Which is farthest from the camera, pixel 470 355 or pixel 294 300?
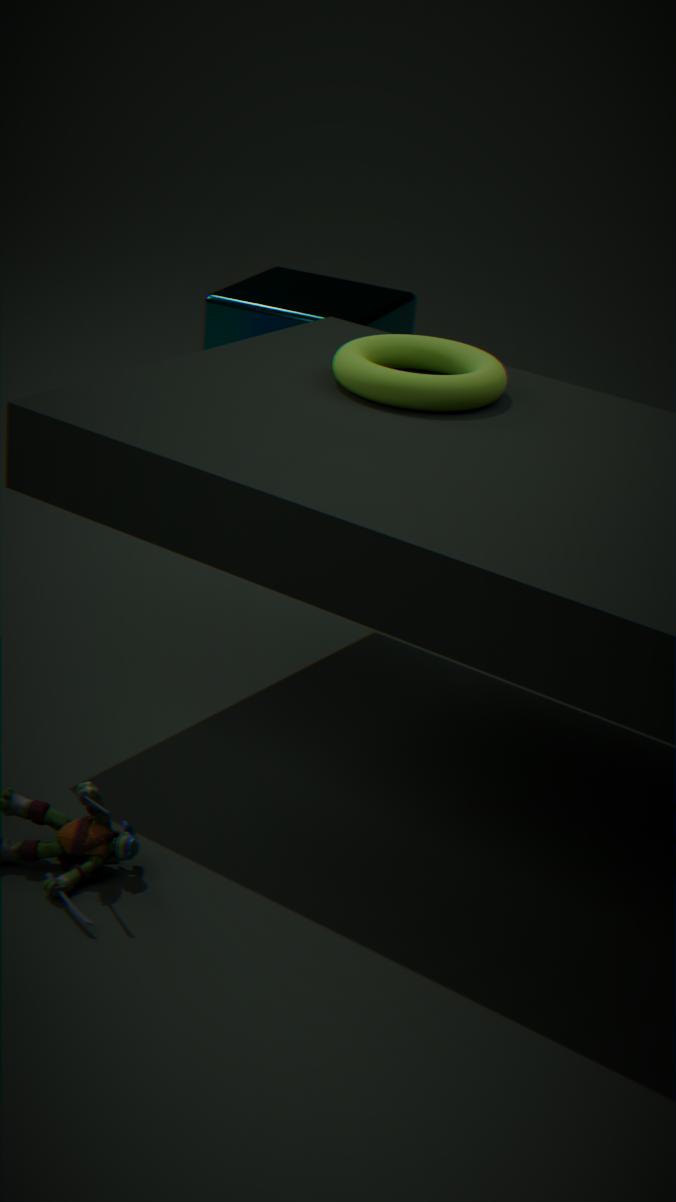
pixel 294 300
